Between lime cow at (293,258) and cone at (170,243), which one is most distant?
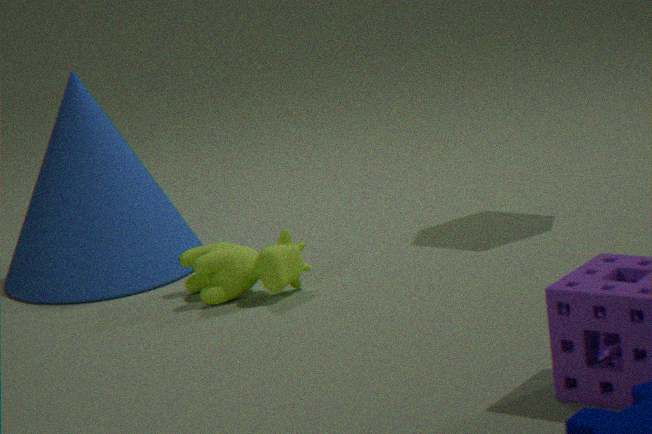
cone at (170,243)
